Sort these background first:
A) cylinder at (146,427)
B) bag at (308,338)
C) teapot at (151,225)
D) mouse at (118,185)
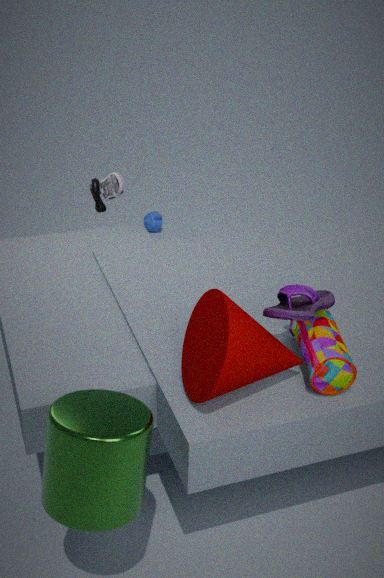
teapot at (151,225), mouse at (118,185), bag at (308,338), cylinder at (146,427)
